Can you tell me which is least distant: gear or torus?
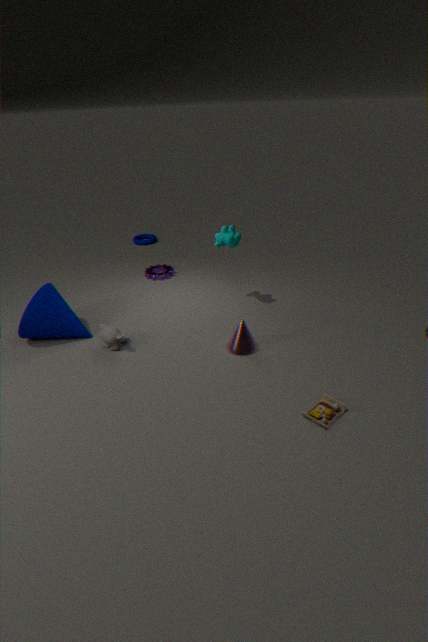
gear
